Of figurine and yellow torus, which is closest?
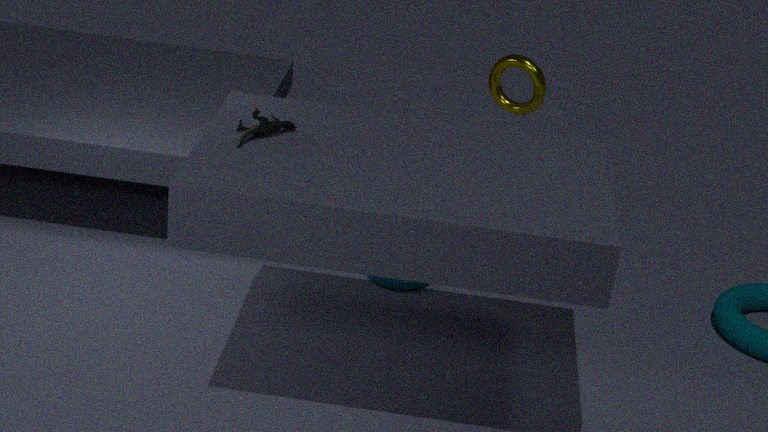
figurine
